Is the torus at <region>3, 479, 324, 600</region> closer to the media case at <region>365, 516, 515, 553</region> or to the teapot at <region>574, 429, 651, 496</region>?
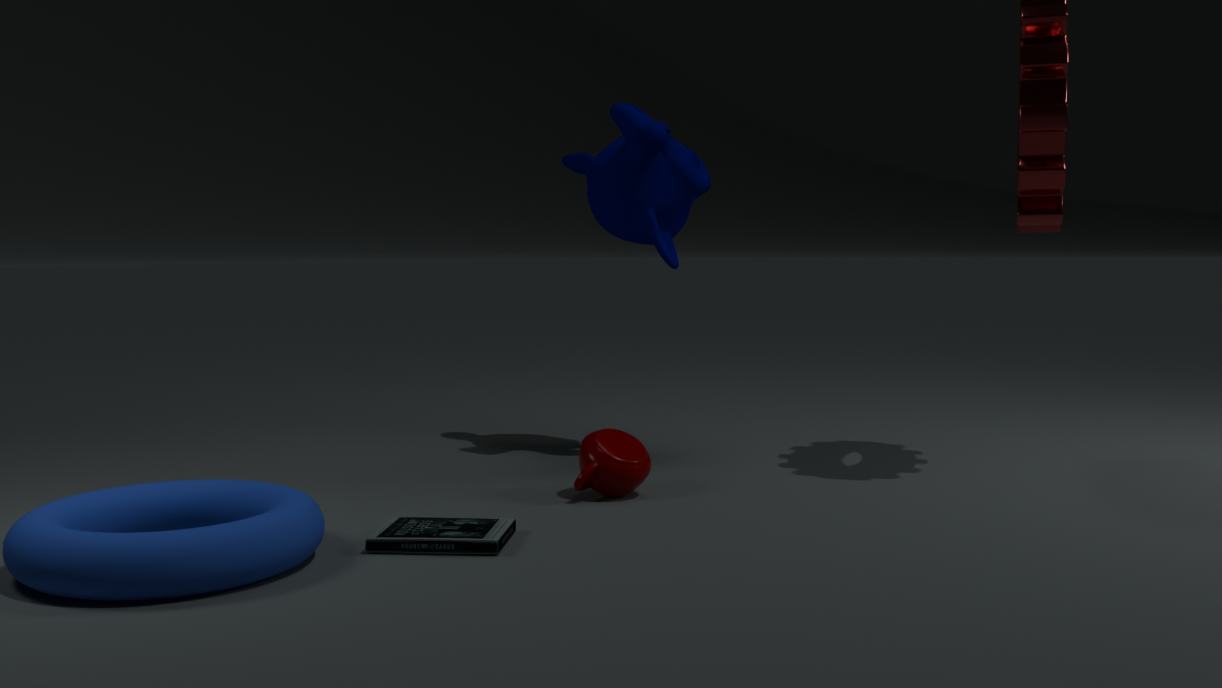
the media case at <region>365, 516, 515, 553</region>
